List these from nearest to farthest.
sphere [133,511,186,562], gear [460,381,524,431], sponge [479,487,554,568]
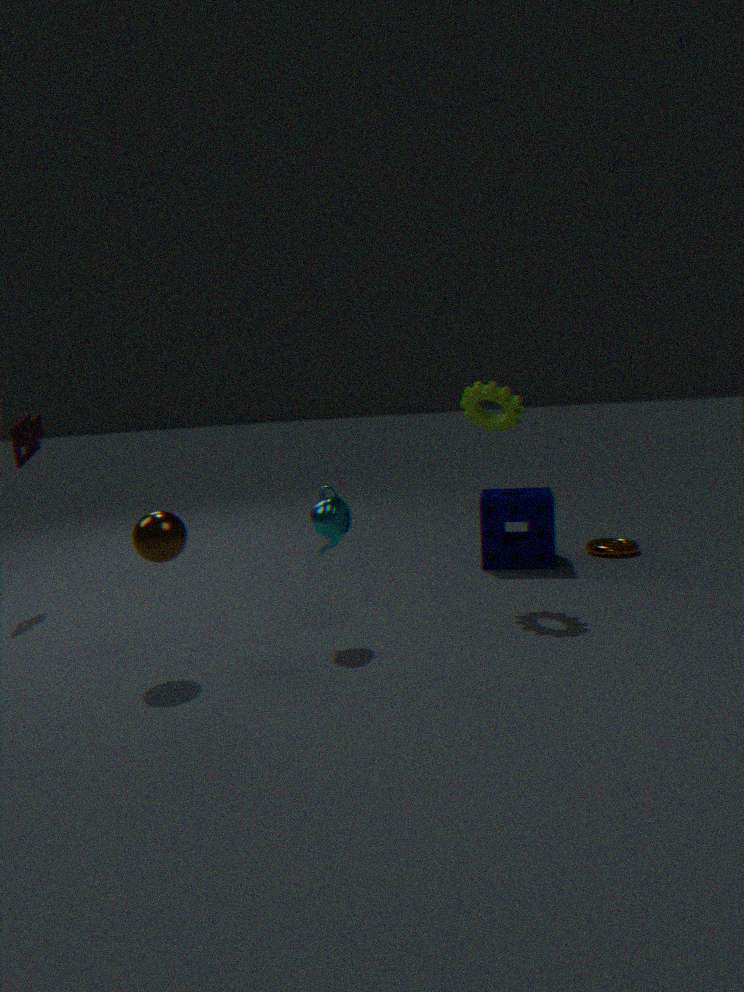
1. sphere [133,511,186,562]
2. gear [460,381,524,431]
3. sponge [479,487,554,568]
